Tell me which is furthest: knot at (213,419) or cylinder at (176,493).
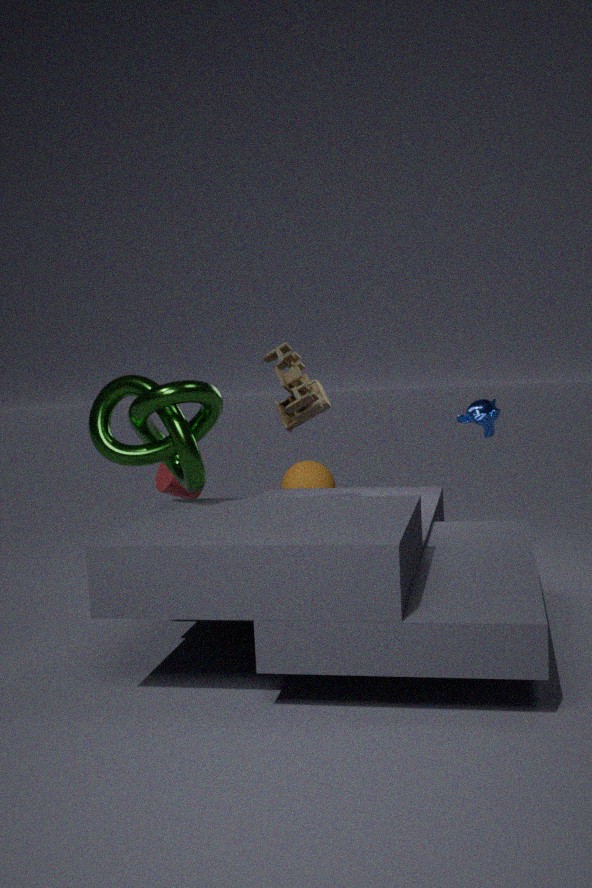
cylinder at (176,493)
